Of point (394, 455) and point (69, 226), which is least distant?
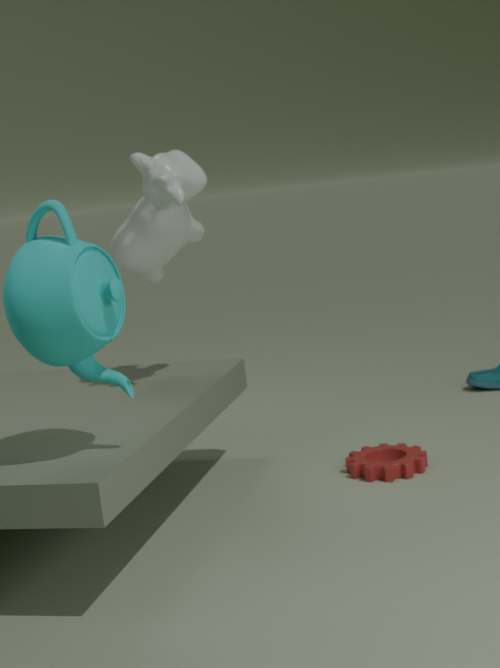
point (69, 226)
